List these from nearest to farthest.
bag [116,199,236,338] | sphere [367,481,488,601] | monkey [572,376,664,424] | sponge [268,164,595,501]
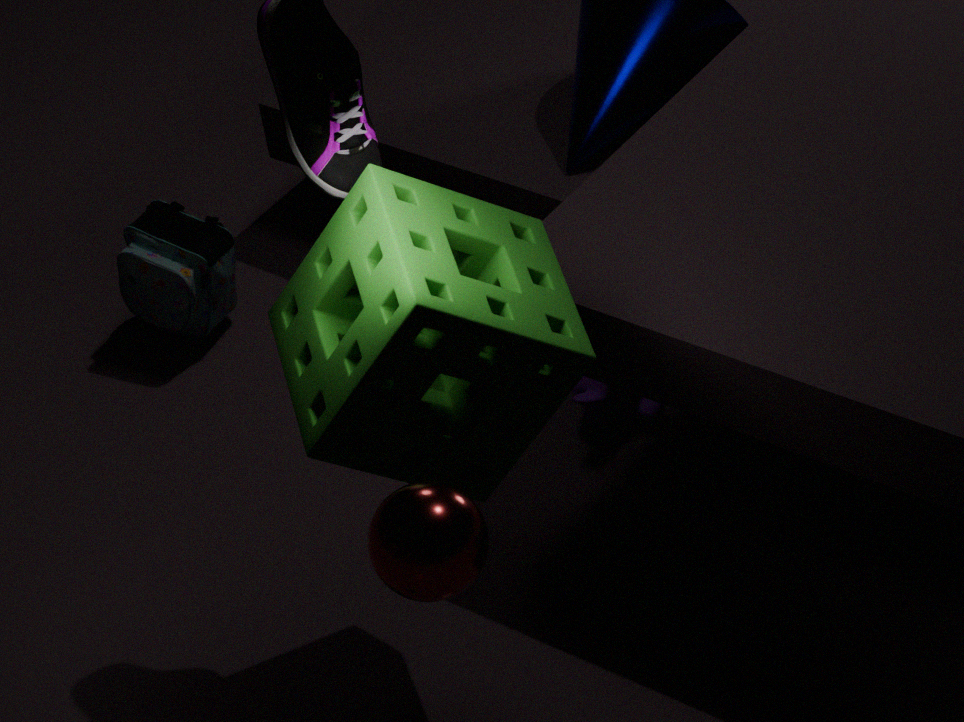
sphere [367,481,488,601]
sponge [268,164,595,501]
monkey [572,376,664,424]
bag [116,199,236,338]
